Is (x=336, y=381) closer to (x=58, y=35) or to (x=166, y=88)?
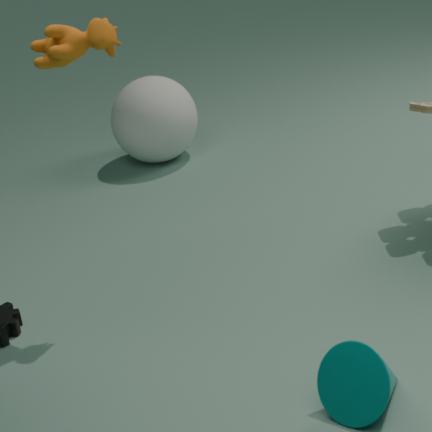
(x=58, y=35)
